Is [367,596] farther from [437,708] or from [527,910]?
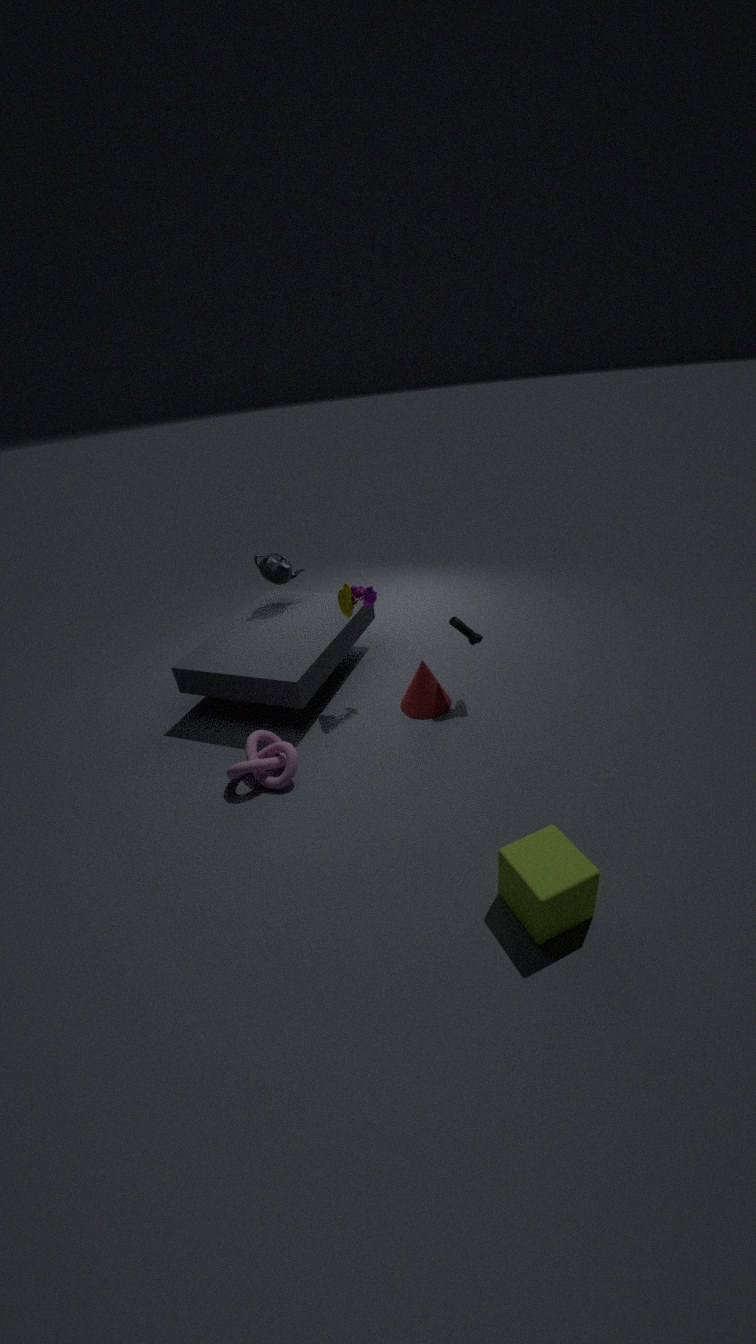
[527,910]
